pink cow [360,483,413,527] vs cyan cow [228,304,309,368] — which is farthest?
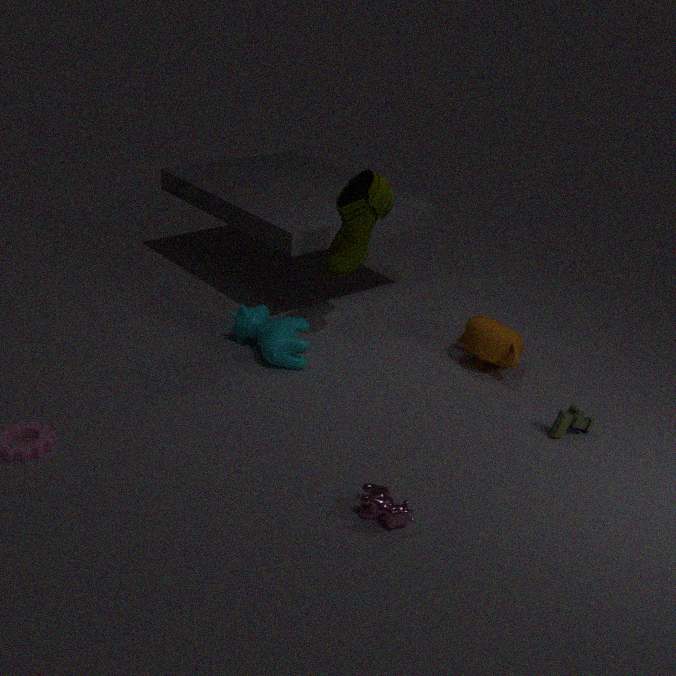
cyan cow [228,304,309,368]
